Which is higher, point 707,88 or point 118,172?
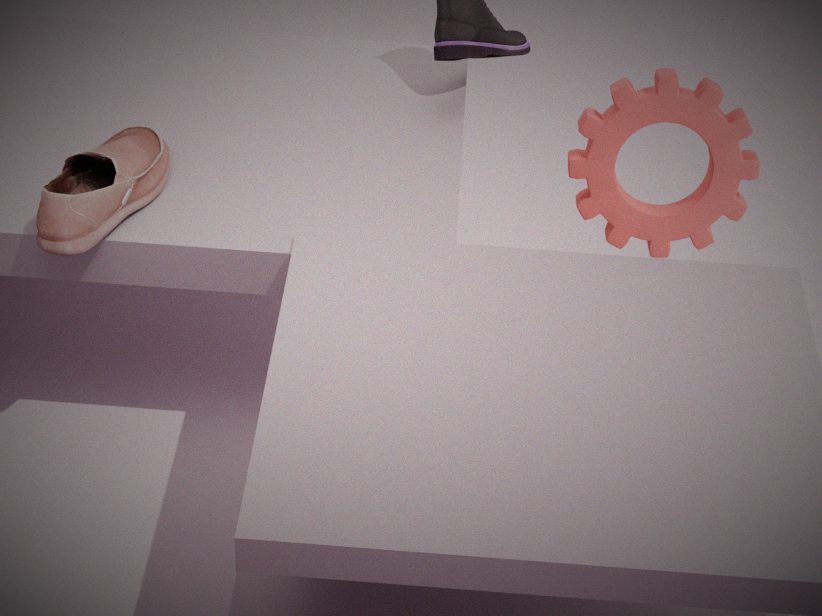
point 118,172
